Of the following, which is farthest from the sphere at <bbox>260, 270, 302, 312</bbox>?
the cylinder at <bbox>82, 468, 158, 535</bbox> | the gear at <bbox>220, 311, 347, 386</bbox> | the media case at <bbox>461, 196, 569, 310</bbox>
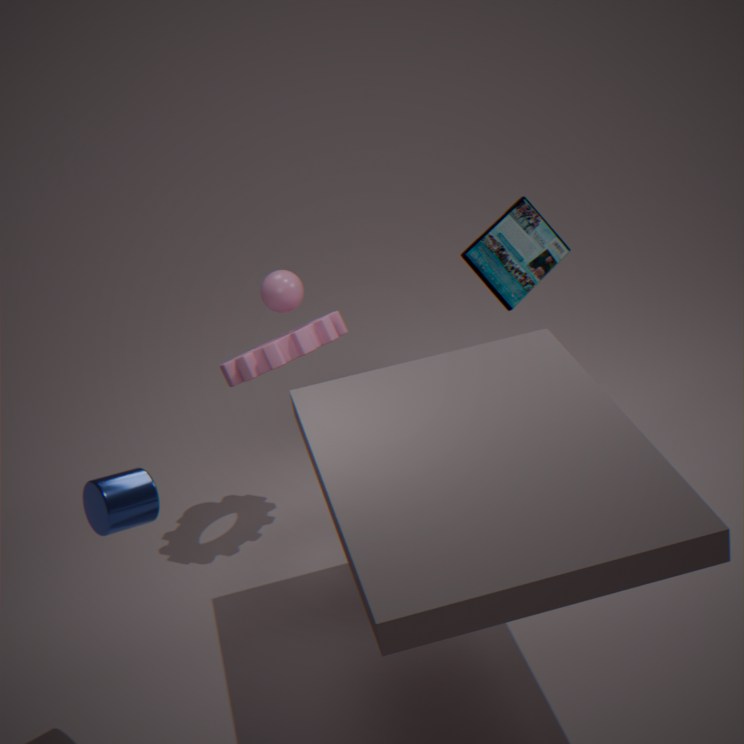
the cylinder at <bbox>82, 468, 158, 535</bbox>
